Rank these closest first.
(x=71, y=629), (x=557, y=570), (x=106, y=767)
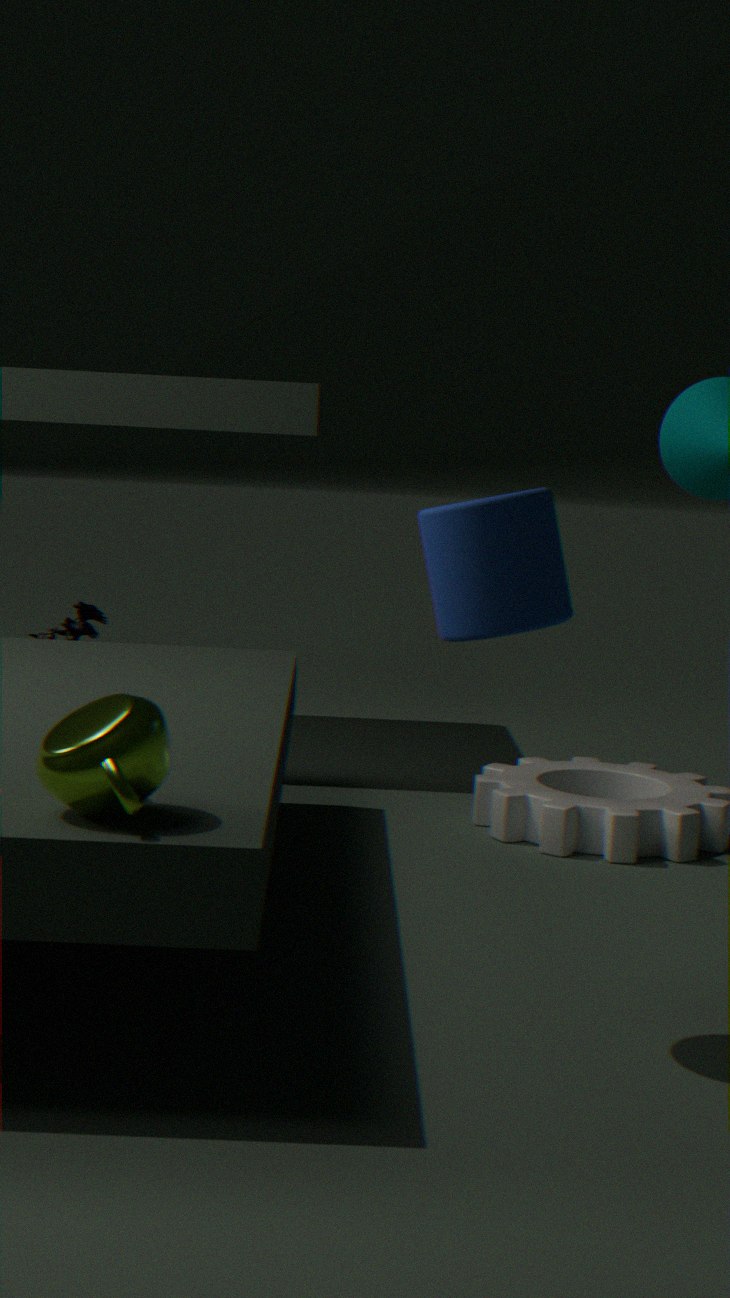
1. (x=106, y=767)
2. (x=557, y=570)
3. (x=71, y=629)
